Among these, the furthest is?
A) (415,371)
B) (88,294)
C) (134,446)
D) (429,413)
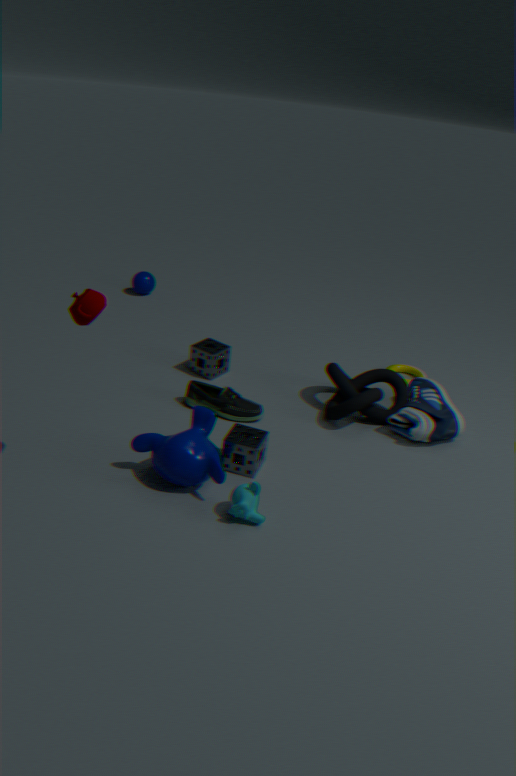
(415,371)
